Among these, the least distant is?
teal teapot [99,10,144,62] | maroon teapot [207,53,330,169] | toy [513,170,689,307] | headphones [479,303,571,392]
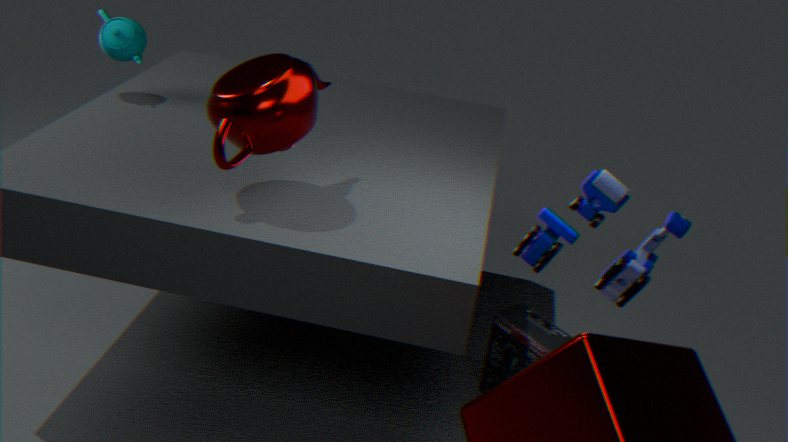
toy [513,170,689,307]
